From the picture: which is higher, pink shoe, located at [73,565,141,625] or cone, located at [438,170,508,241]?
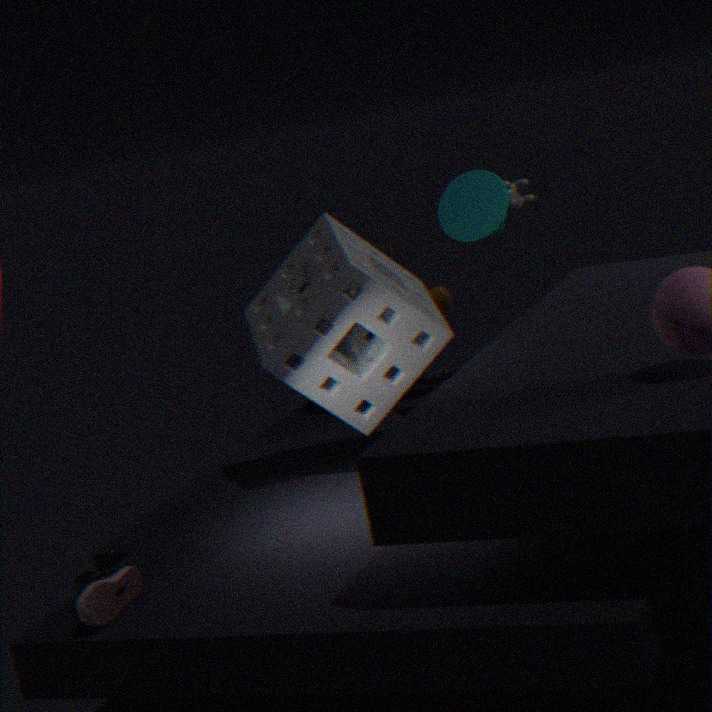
cone, located at [438,170,508,241]
